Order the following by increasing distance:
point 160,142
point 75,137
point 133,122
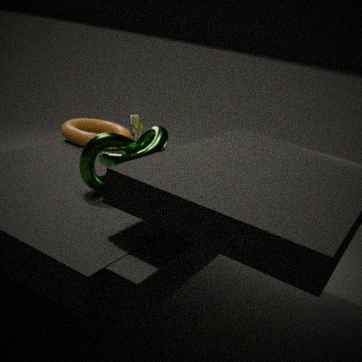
point 160,142, point 75,137, point 133,122
